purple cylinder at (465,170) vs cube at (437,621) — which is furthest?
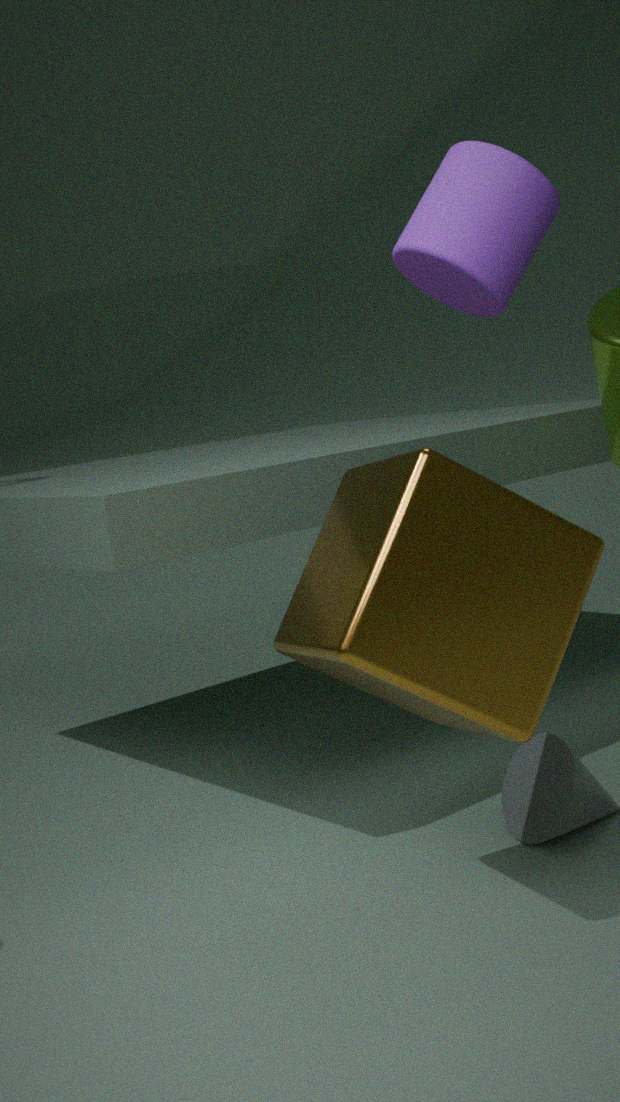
cube at (437,621)
